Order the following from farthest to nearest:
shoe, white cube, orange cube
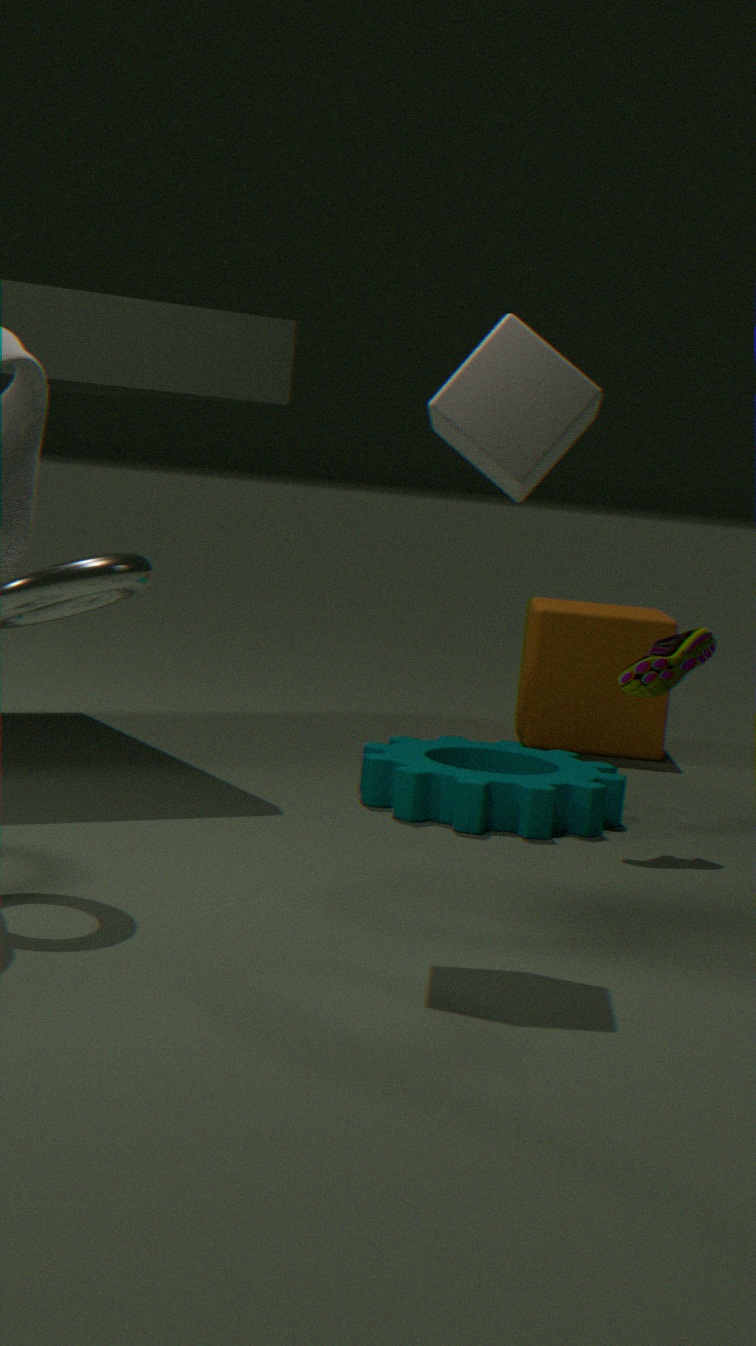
orange cube → shoe → white cube
